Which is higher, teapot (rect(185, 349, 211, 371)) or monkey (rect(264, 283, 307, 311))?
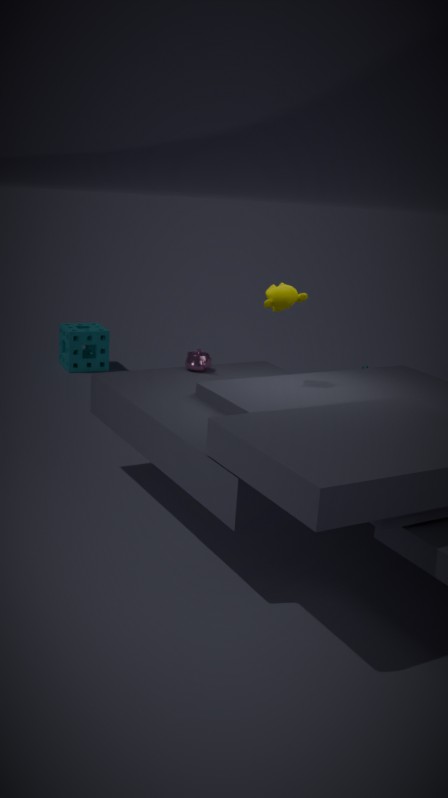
monkey (rect(264, 283, 307, 311))
